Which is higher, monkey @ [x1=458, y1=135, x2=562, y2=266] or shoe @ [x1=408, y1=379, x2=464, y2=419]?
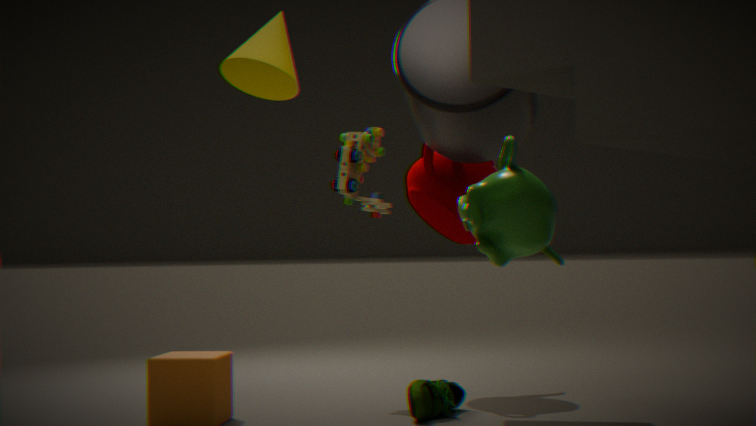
monkey @ [x1=458, y1=135, x2=562, y2=266]
